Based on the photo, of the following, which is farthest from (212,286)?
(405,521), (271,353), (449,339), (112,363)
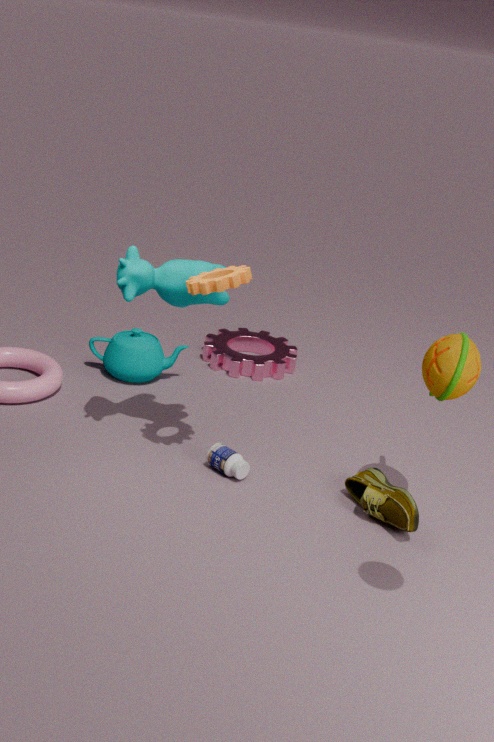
(271,353)
